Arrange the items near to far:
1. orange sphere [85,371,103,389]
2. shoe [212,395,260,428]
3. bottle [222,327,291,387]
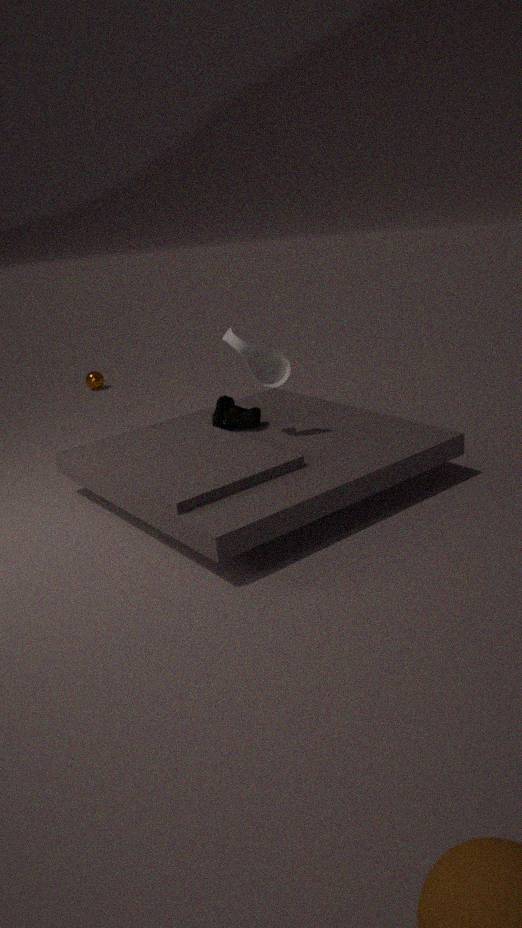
bottle [222,327,291,387], shoe [212,395,260,428], orange sphere [85,371,103,389]
